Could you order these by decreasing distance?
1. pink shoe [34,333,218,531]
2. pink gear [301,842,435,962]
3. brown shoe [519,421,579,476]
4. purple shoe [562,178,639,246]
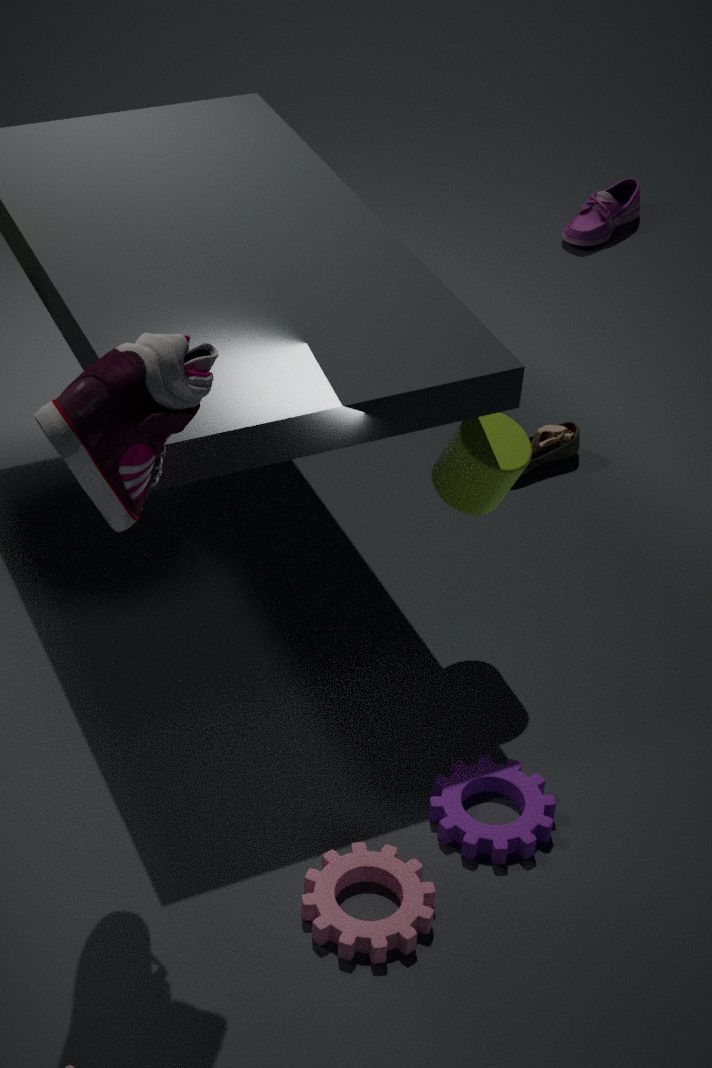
1. purple shoe [562,178,639,246]
2. brown shoe [519,421,579,476]
3. pink gear [301,842,435,962]
4. pink shoe [34,333,218,531]
